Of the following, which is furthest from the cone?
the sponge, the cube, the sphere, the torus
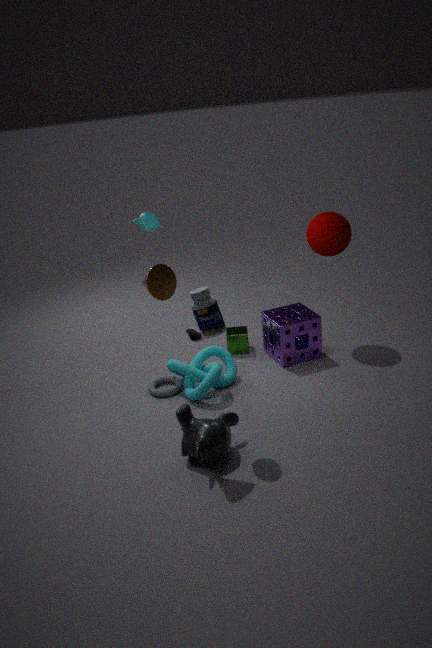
the sphere
